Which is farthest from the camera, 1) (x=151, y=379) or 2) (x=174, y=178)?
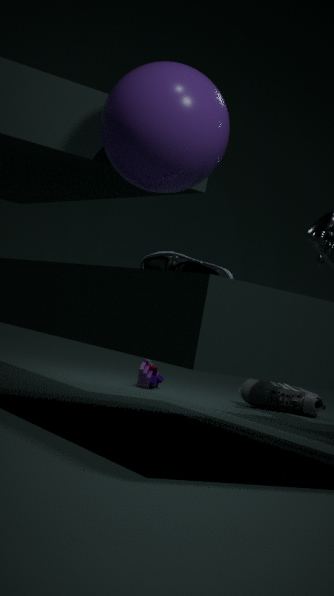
1. (x=151, y=379)
